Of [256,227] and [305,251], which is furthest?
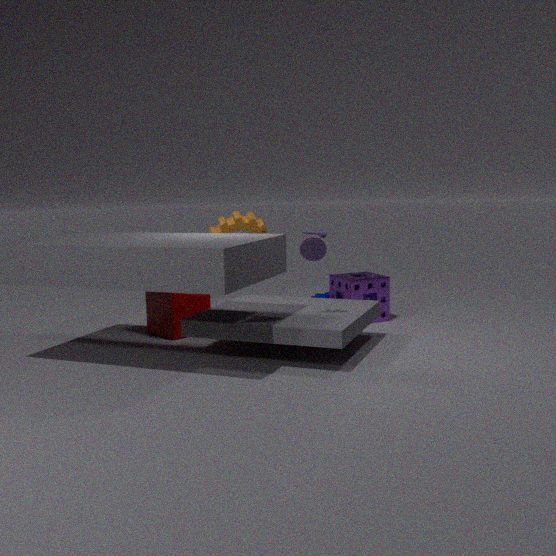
[256,227]
